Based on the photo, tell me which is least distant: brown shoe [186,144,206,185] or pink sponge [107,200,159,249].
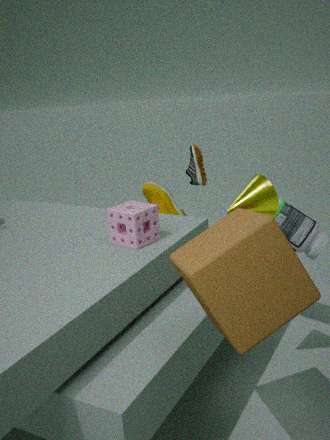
pink sponge [107,200,159,249]
